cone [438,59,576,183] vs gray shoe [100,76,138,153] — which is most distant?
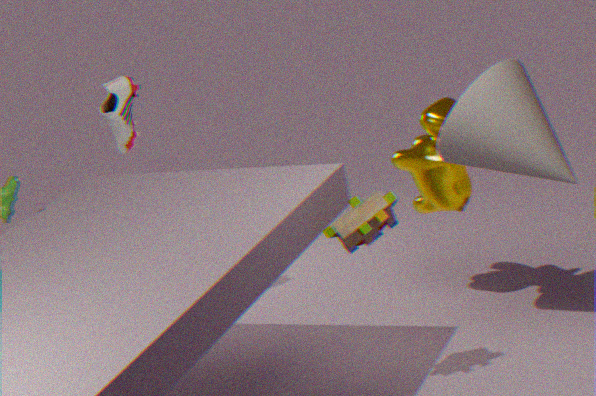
gray shoe [100,76,138,153]
